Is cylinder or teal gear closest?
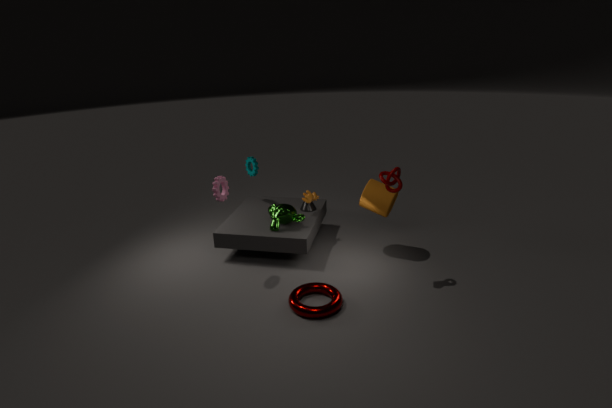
cylinder
